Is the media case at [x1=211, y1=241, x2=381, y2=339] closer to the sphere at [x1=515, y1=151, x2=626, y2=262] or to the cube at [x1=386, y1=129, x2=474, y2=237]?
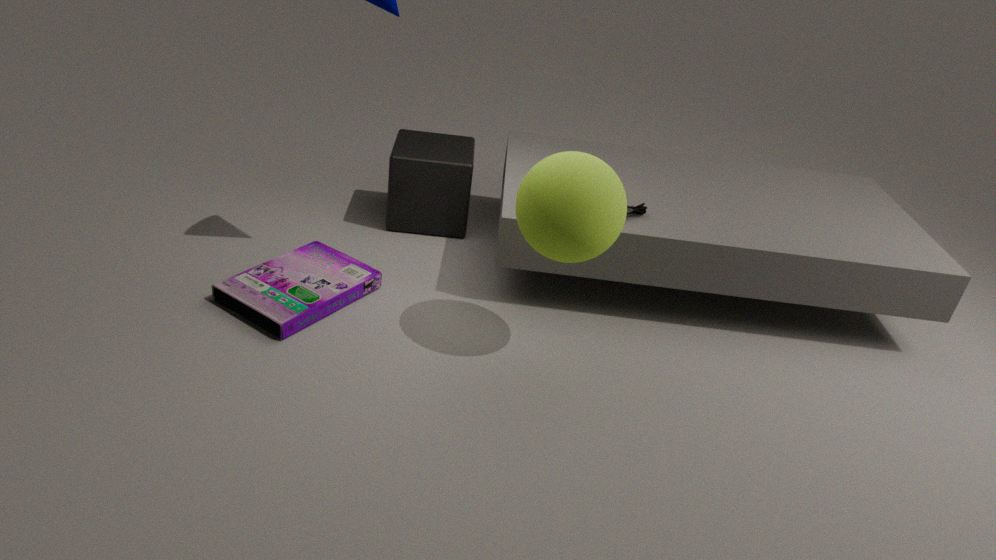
the cube at [x1=386, y1=129, x2=474, y2=237]
